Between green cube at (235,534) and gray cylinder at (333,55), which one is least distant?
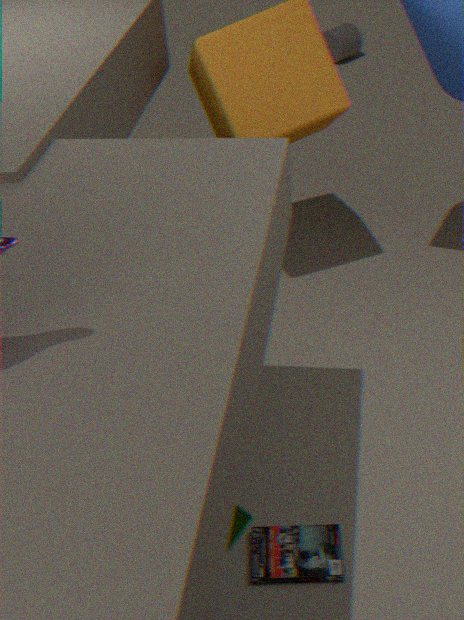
green cube at (235,534)
